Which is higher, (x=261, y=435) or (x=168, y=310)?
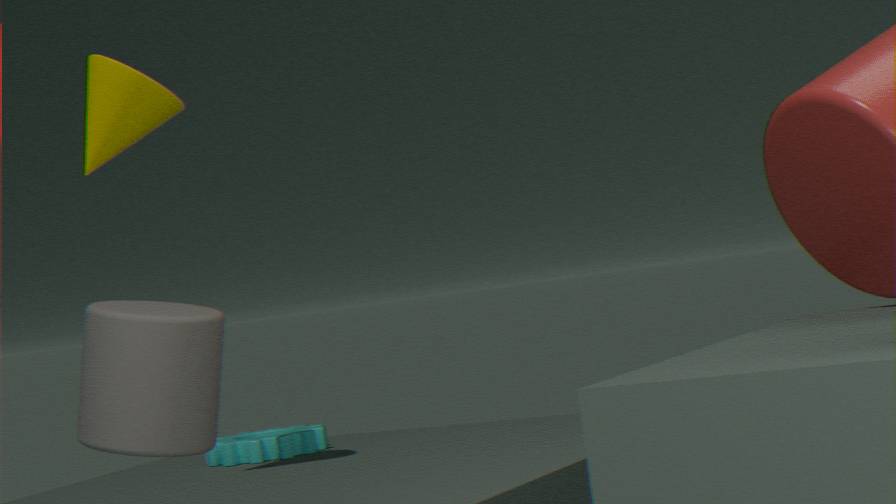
(x=168, y=310)
